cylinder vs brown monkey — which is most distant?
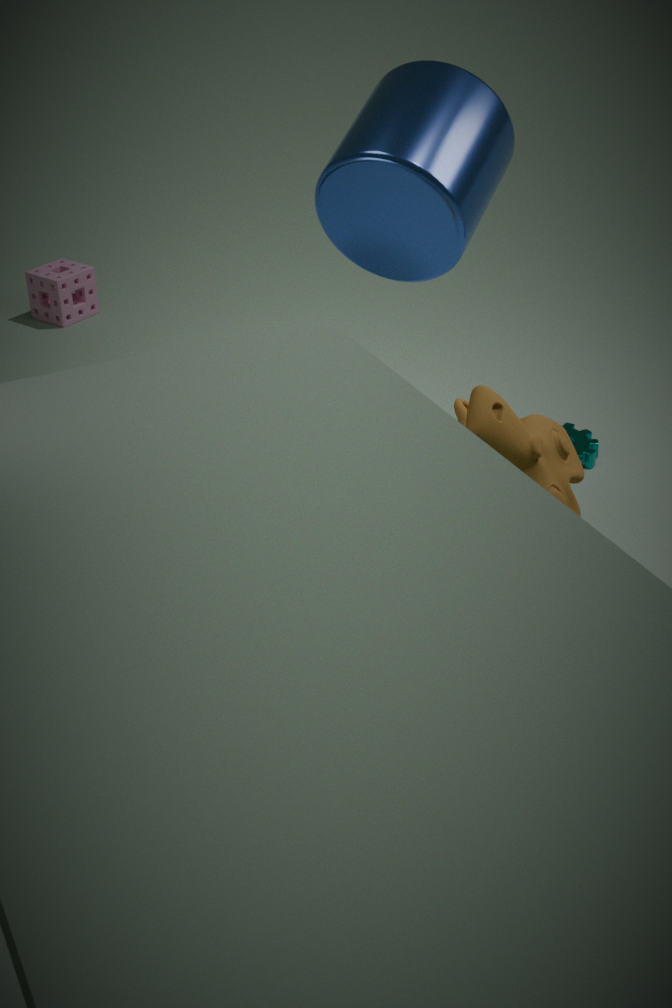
cylinder
